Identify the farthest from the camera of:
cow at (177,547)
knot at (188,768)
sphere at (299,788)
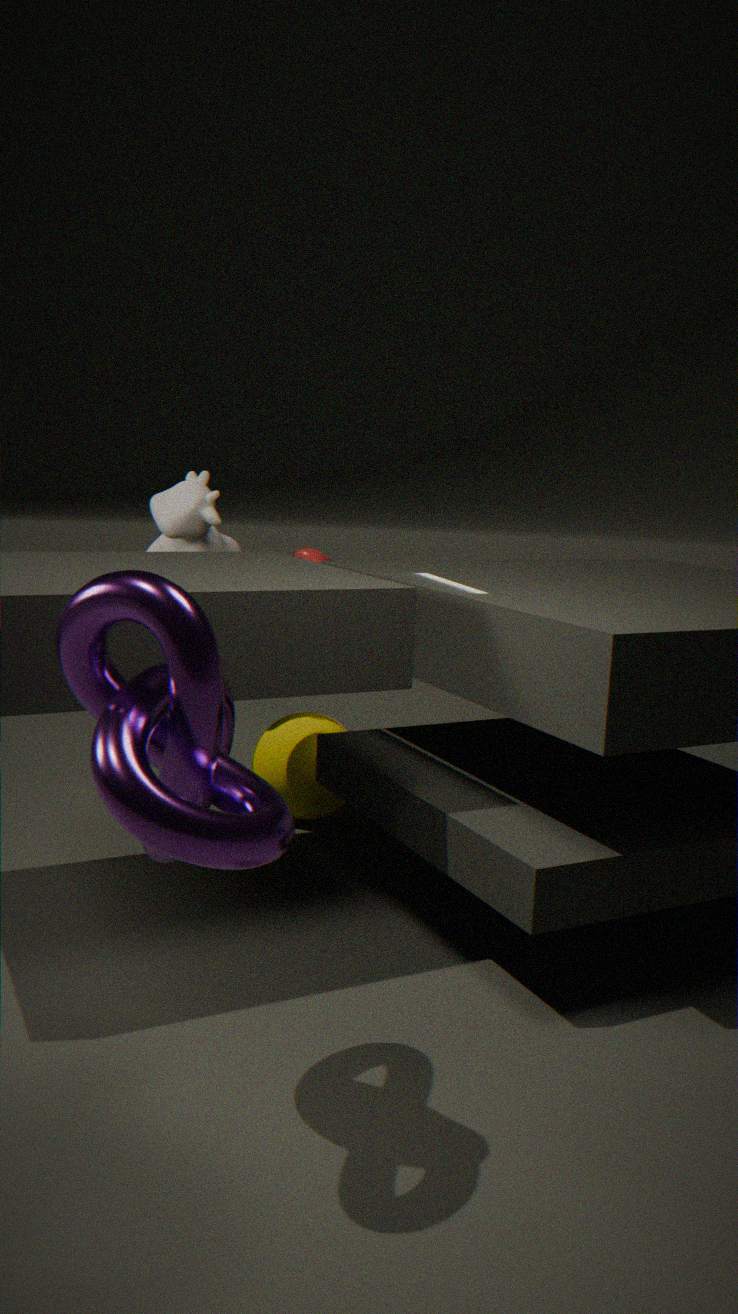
sphere at (299,788)
